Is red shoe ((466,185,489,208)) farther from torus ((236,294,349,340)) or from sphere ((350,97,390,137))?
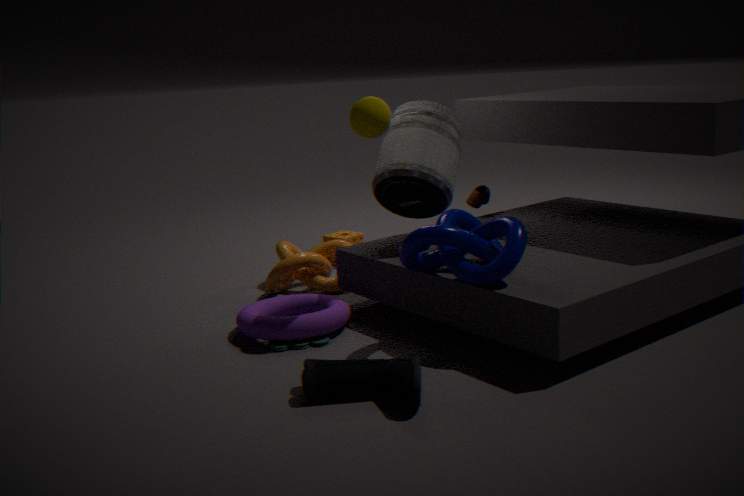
sphere ((350,97,390,137))
